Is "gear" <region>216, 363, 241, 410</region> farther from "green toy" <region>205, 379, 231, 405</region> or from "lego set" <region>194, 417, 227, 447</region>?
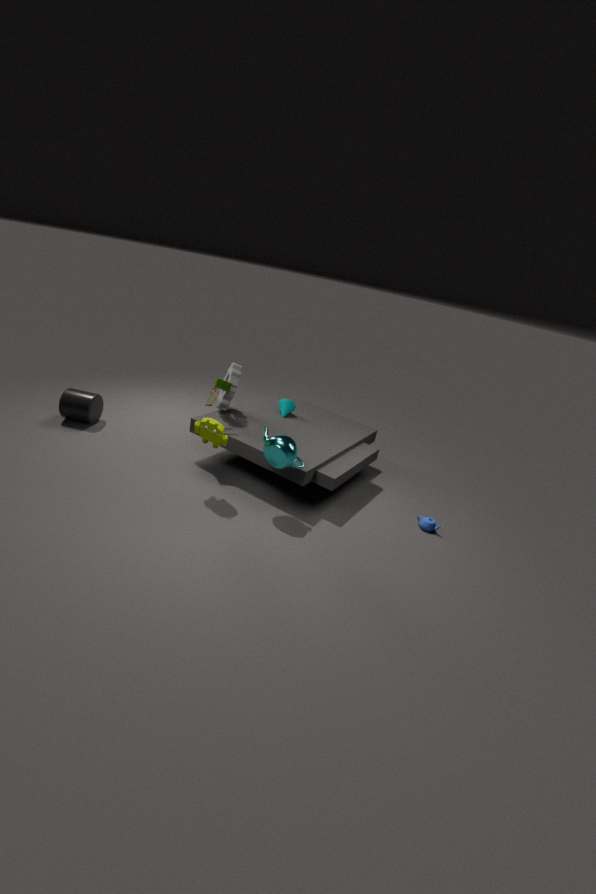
"lego set" <region>194, 417, 227, 447</region>
